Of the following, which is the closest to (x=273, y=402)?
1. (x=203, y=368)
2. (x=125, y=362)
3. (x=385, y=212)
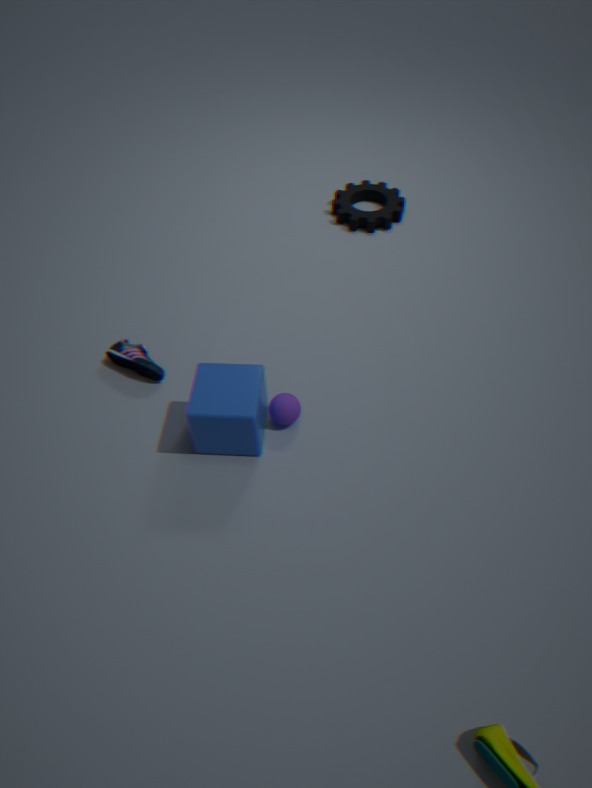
(x=203, y=368)
